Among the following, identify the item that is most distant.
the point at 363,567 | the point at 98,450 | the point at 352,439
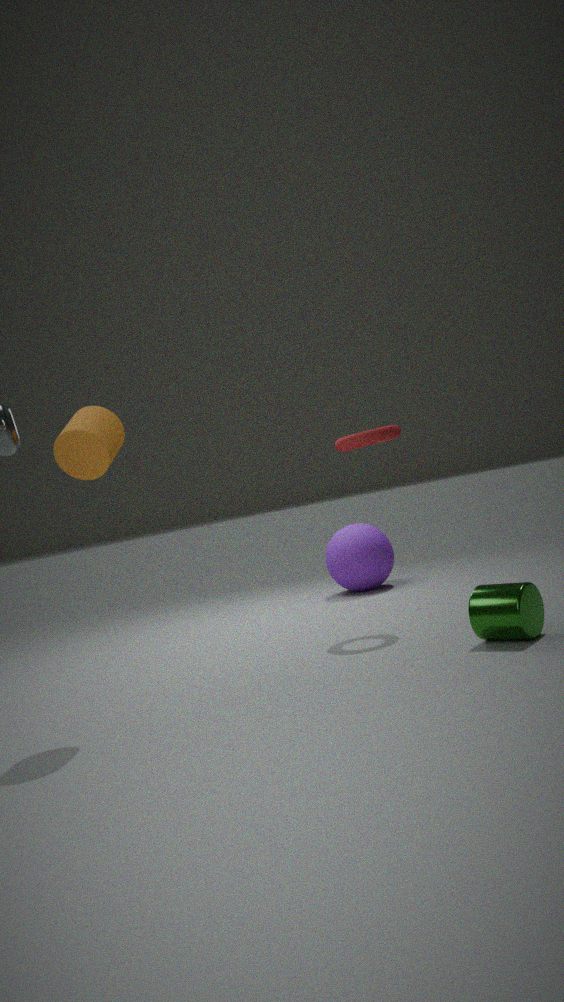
the point at 363,567
